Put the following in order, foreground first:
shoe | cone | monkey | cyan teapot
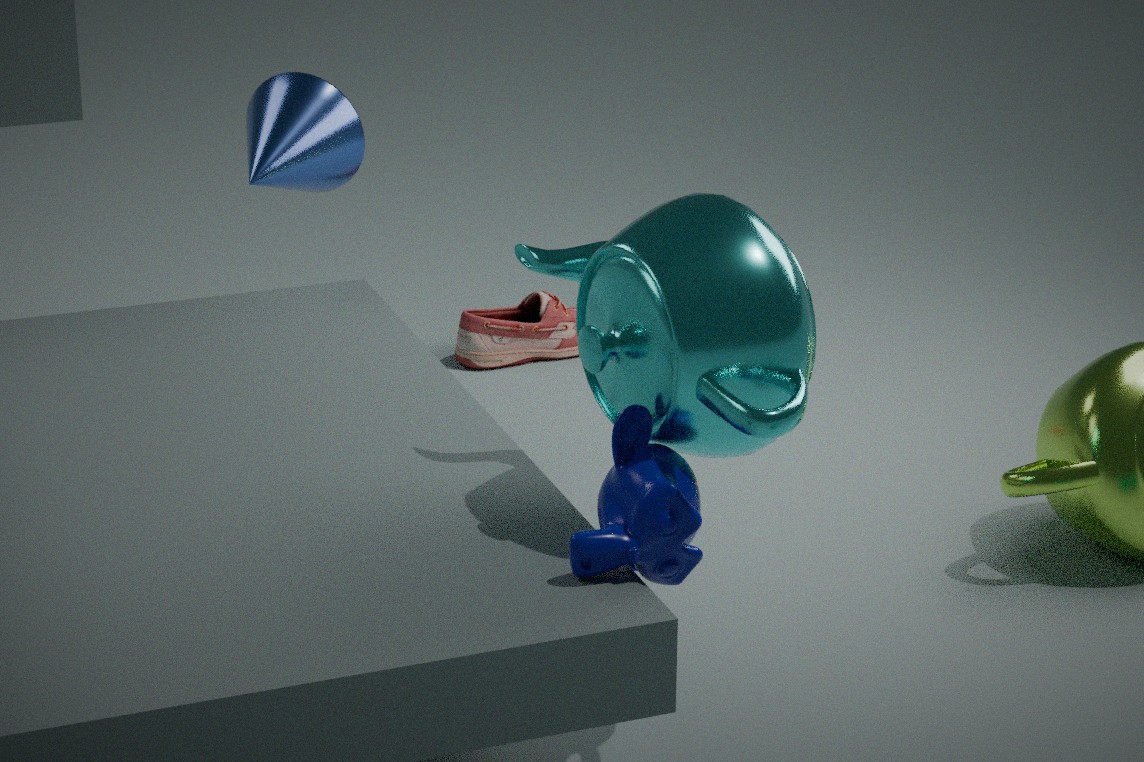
cyan teapot → monkey → cone → shoe
